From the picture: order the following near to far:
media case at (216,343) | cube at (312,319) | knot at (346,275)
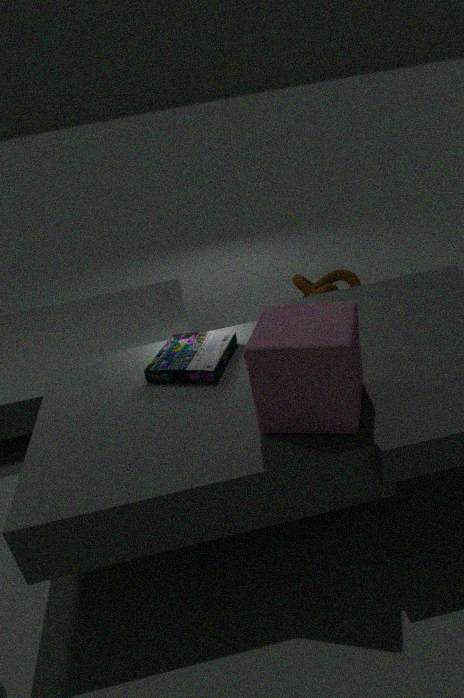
cube at (312,319) < media case at (216,343) < knot at (346,275)
